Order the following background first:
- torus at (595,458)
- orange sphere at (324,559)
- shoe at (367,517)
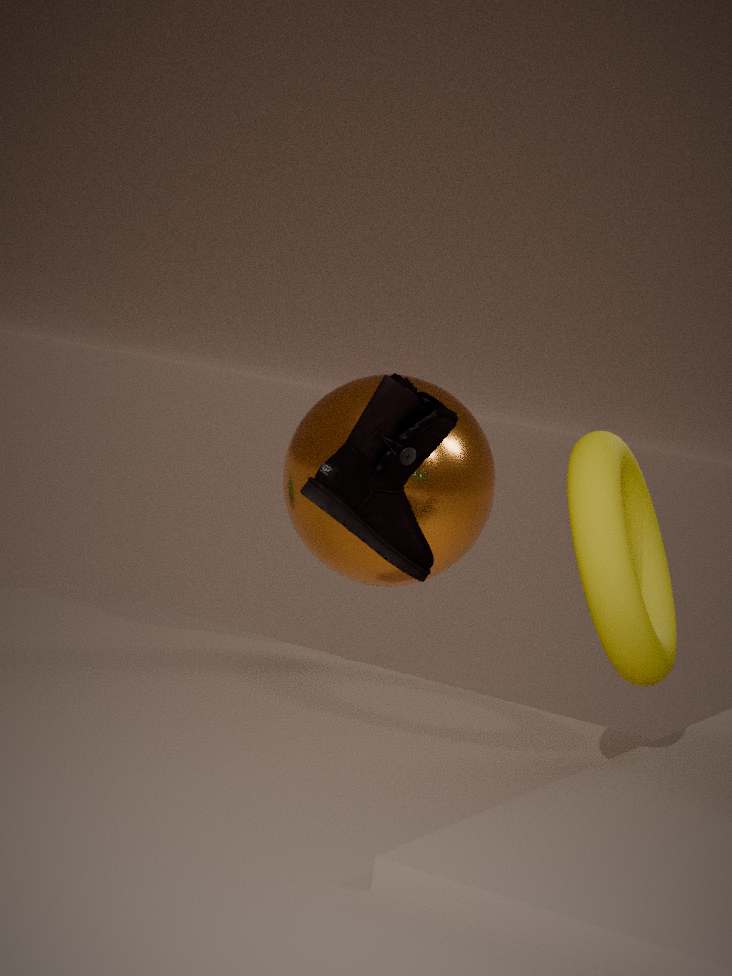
orange sphere at (324,559)
shoe at (367,517)
torus at (595,458)
